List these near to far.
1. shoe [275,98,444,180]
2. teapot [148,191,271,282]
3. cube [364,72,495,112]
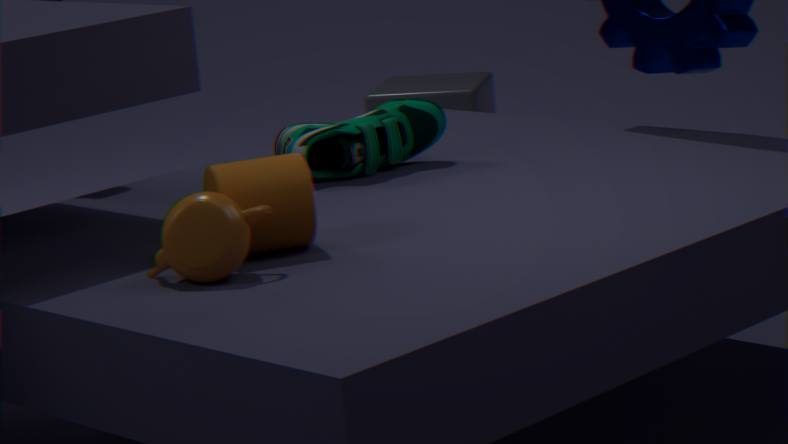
teapot [148,191,271,282], shoe [275,98,444,180], cube [364,72,495,112]
